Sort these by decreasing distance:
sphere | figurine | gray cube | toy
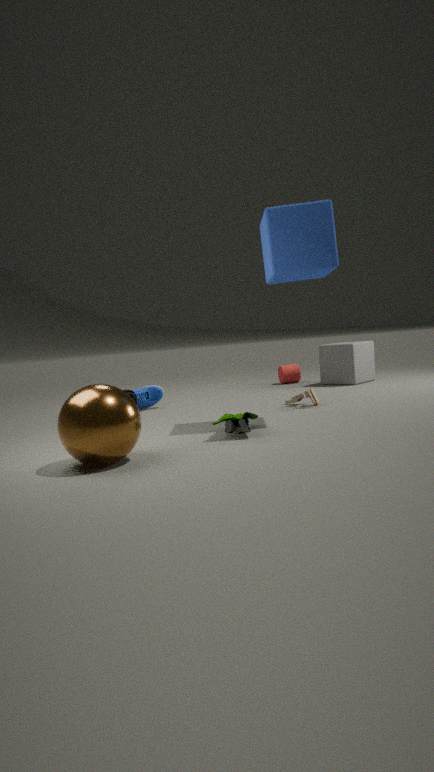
1. gray cube
2. toy
3. figurine
4. sphere
